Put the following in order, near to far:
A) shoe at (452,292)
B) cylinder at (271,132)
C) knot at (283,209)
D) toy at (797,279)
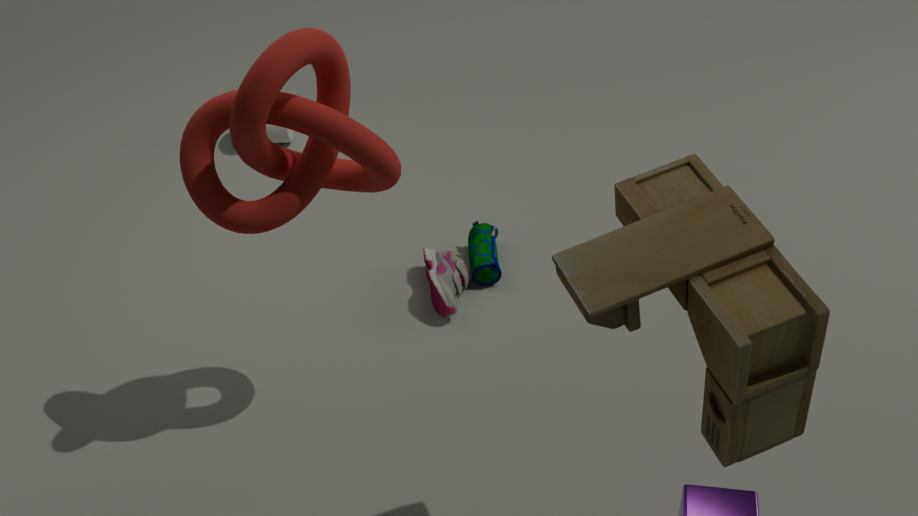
1. toy at (797,279)
2. knot at (283,209)
3. shoe at (452,292)
4. cylinder at (271,132)
